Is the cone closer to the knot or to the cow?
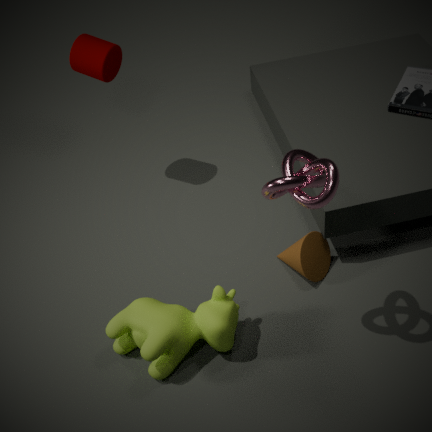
the cow
